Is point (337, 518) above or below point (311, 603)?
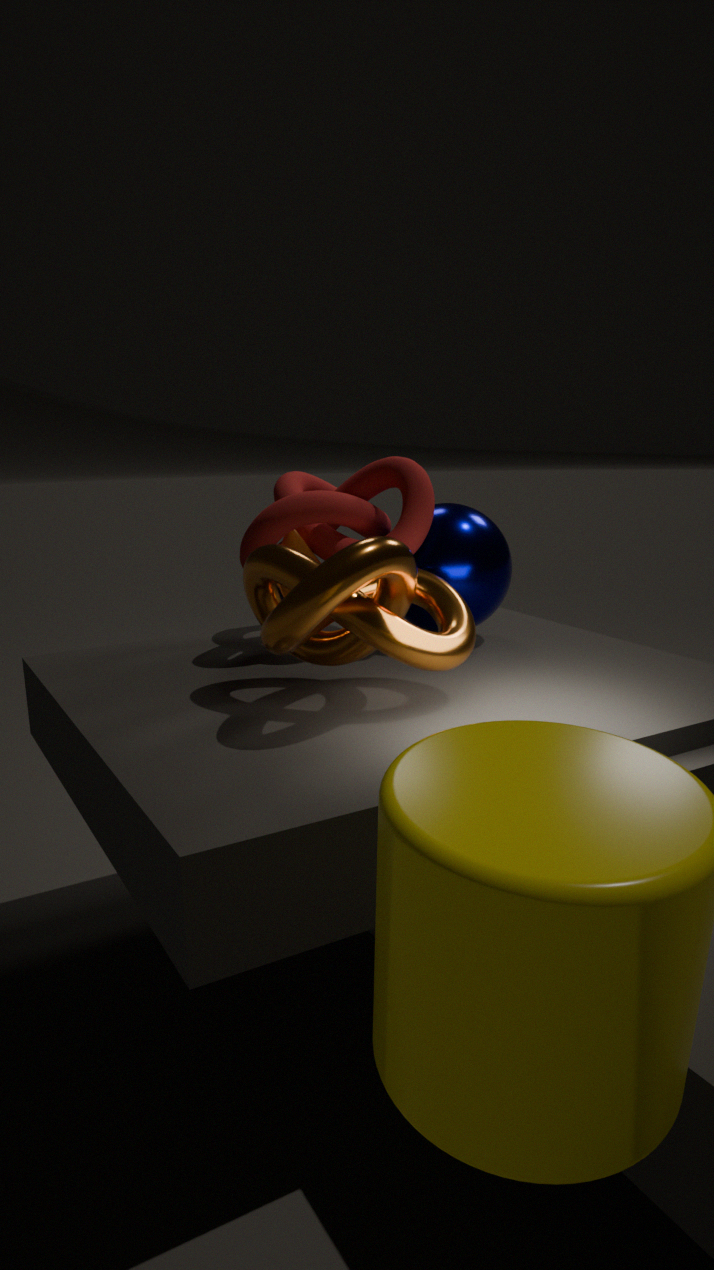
above
